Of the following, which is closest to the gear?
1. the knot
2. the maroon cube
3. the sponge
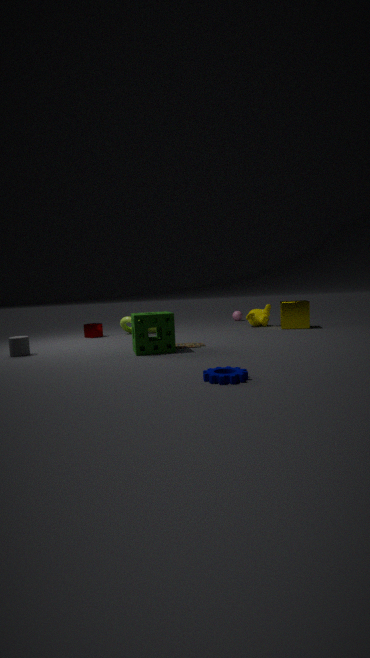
the sponge
